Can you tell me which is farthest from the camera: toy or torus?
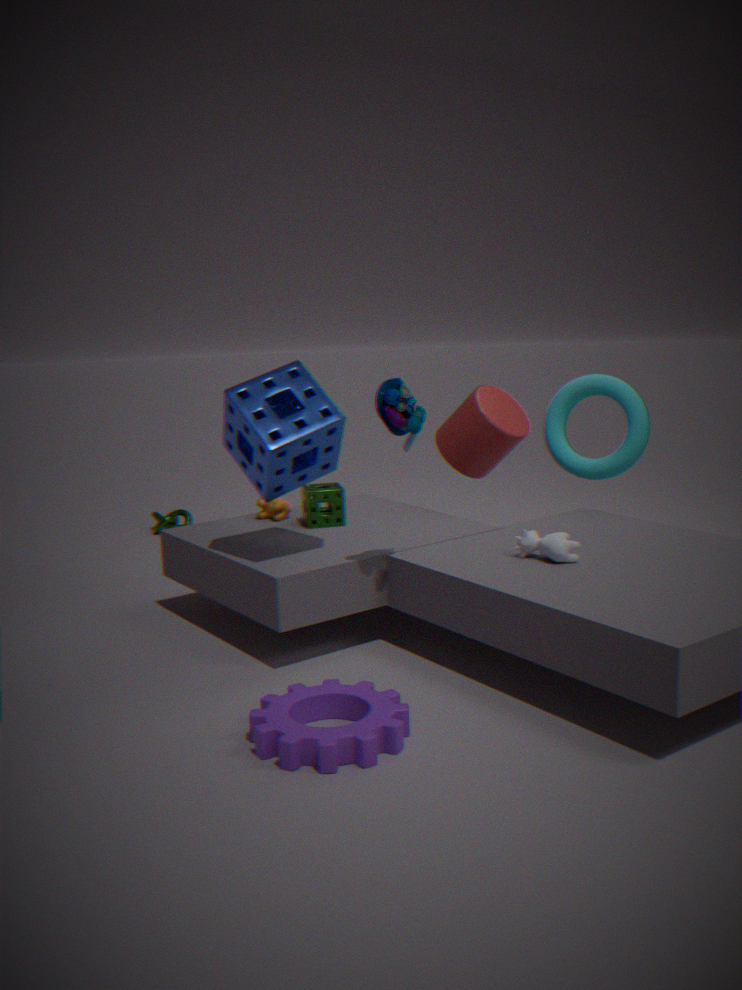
torus
